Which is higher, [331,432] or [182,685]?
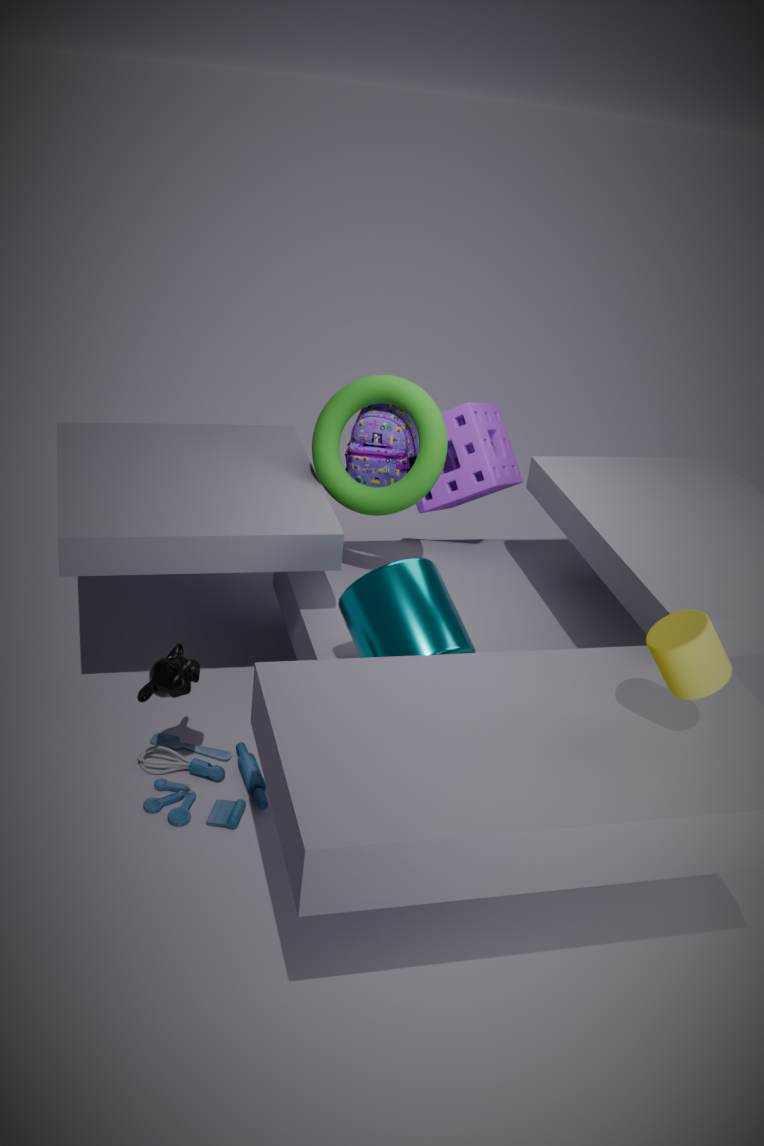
[331,432]
